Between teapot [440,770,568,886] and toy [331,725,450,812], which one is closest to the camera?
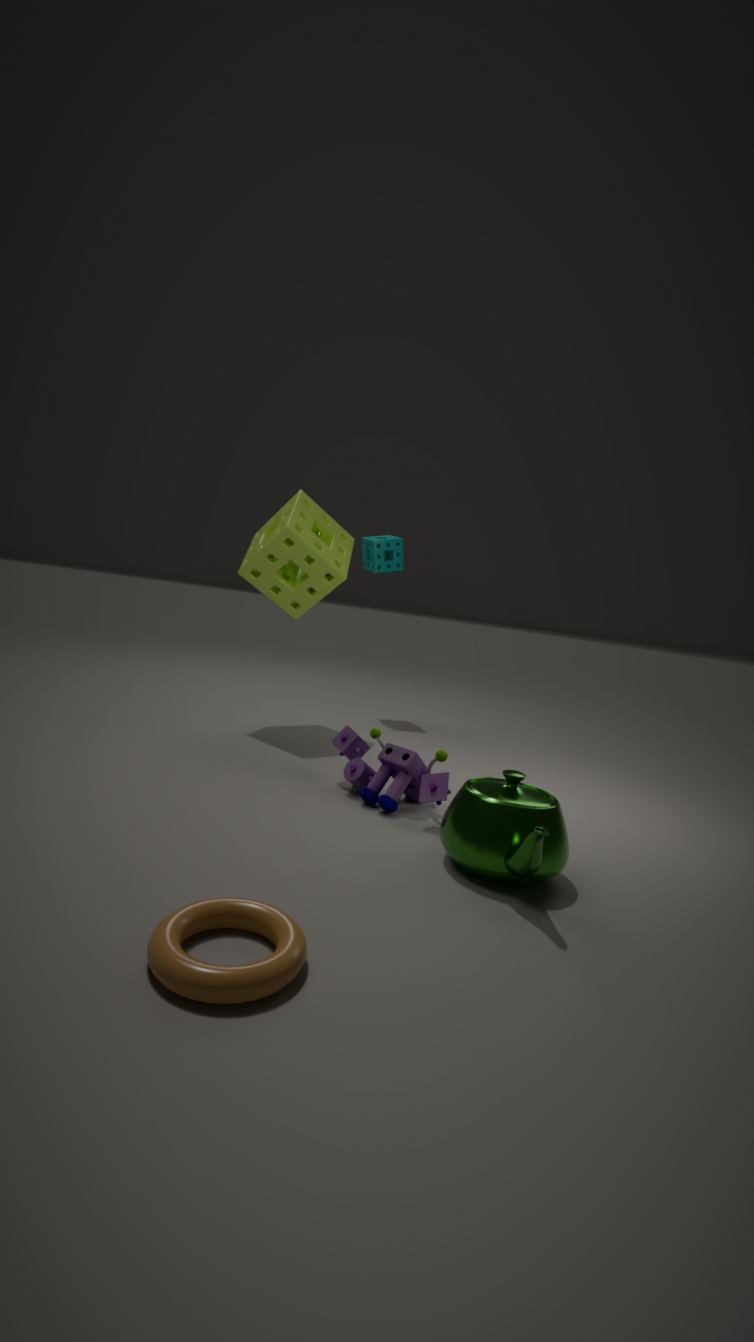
teapot [440,770,568,886]
